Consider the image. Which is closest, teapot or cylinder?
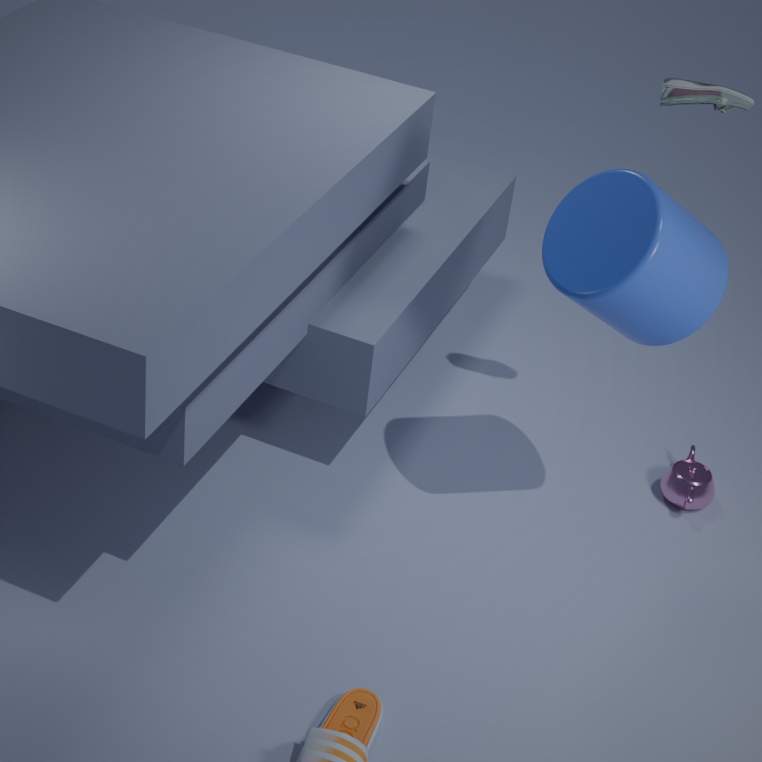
cylinder
